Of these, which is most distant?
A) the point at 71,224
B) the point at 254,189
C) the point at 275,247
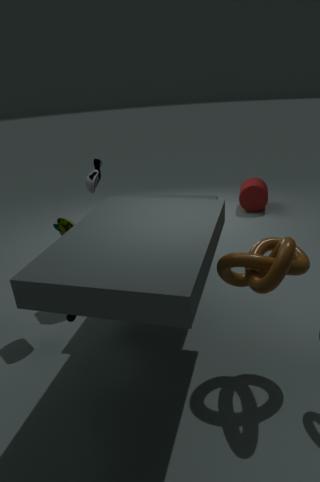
the point at 254,189
